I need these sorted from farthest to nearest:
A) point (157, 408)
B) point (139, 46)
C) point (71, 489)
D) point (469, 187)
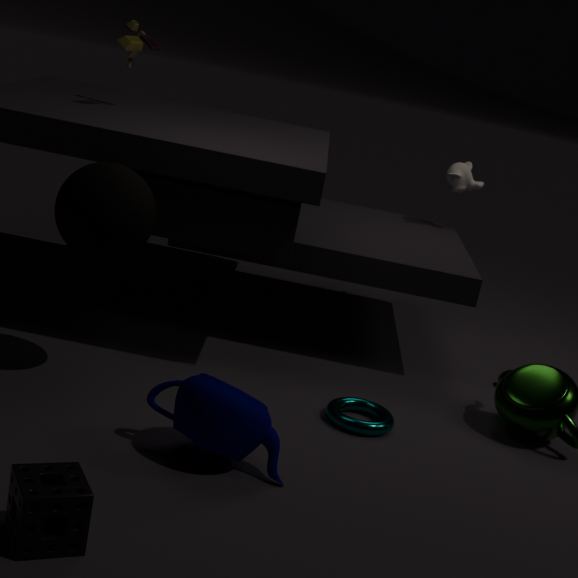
point (469, 187) → point (139, 46) → point (157, 408) → point (71, 489)
